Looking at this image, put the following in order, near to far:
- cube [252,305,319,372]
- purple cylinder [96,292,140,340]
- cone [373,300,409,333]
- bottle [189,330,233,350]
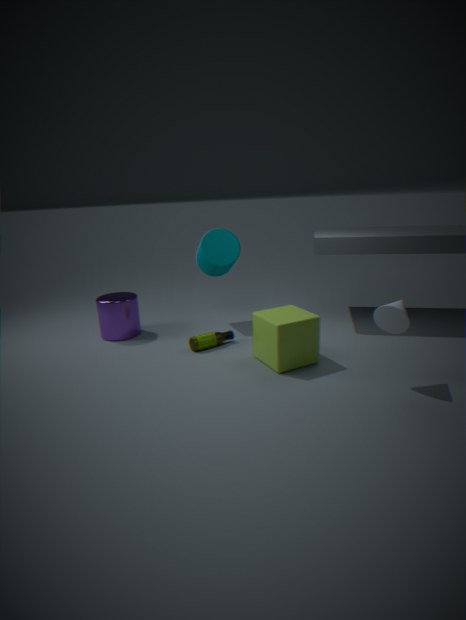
1. cone [373,300,409,333]
2. cube [252,305,319,372]
3. bottle [189,330,233,350]
4. purple cylinder [96,292,140,340]
